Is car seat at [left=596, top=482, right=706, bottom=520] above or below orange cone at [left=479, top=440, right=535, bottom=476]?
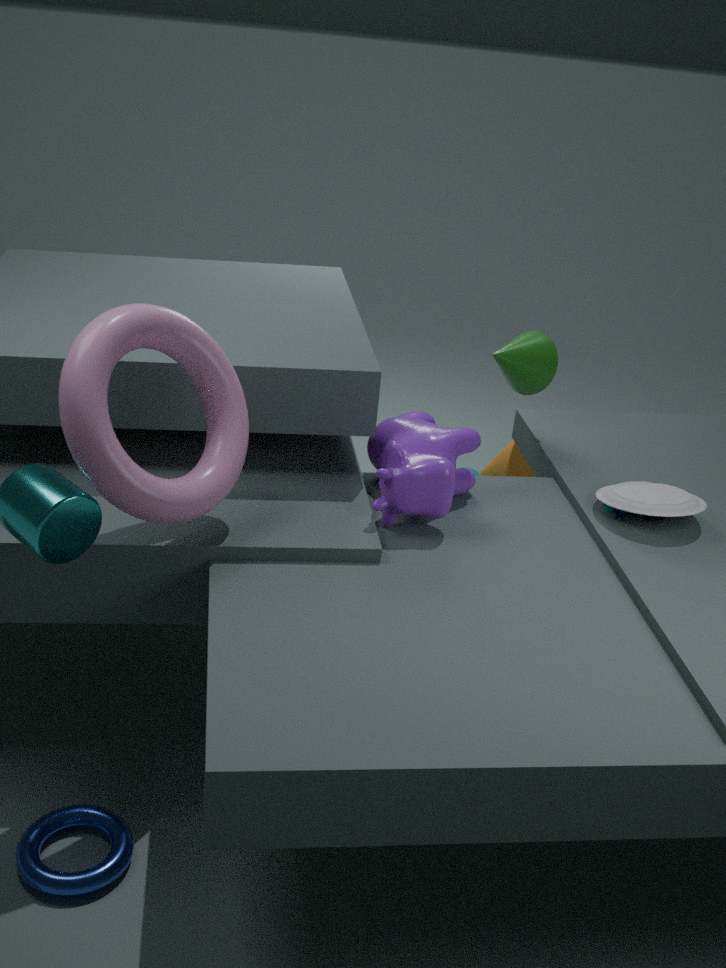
above
